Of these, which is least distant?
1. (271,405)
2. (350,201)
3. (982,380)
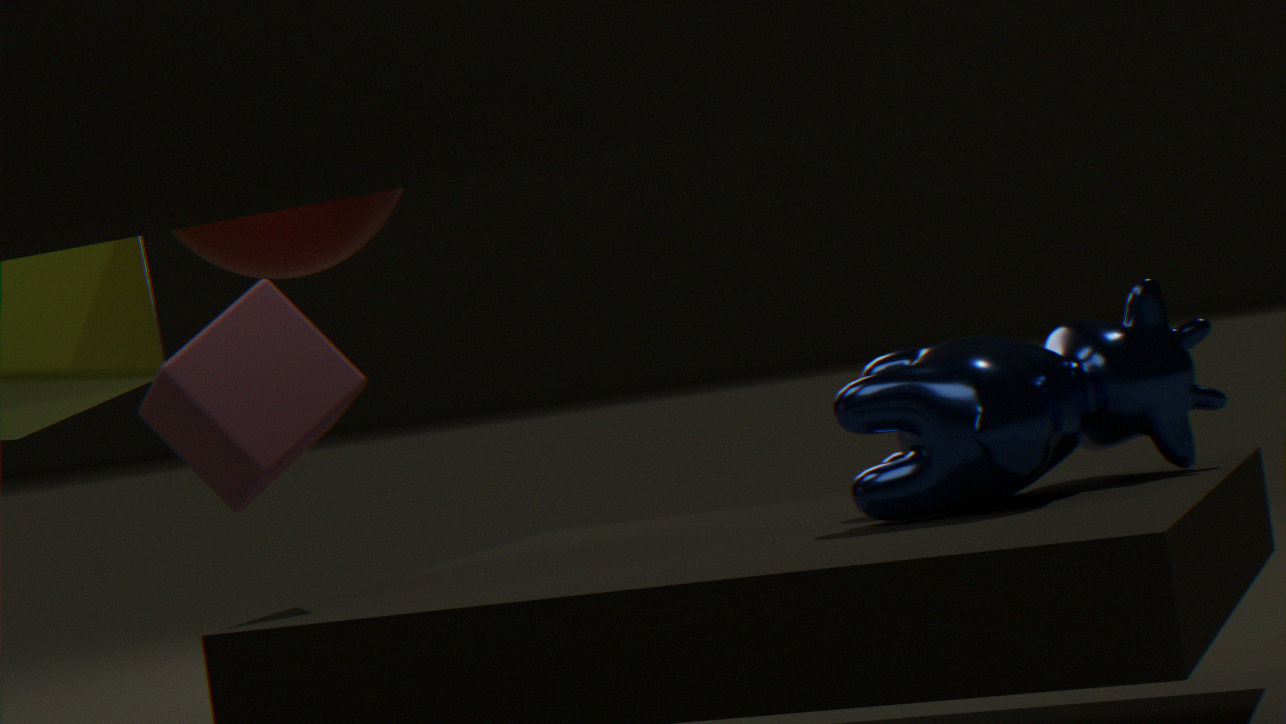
(982,380)
